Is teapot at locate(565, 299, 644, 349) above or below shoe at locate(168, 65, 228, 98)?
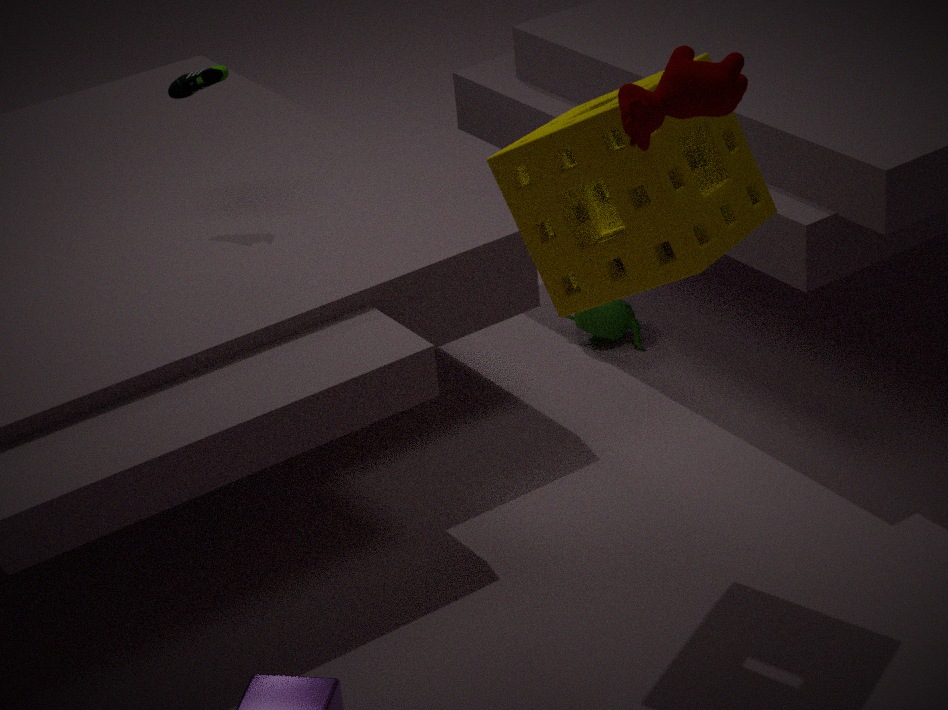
below
